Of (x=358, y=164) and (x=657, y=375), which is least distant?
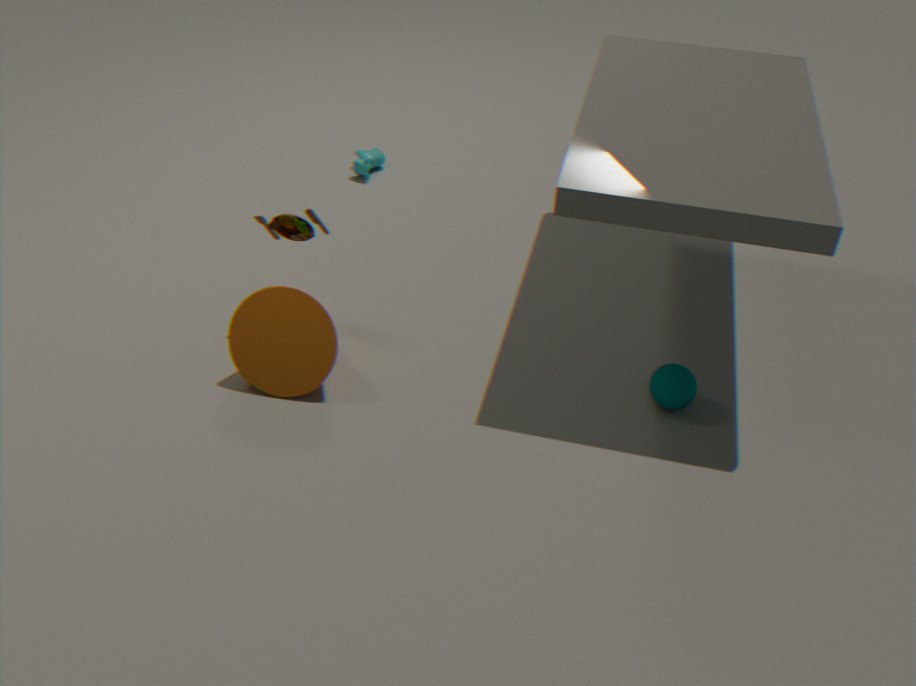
(x=657, y=375)
